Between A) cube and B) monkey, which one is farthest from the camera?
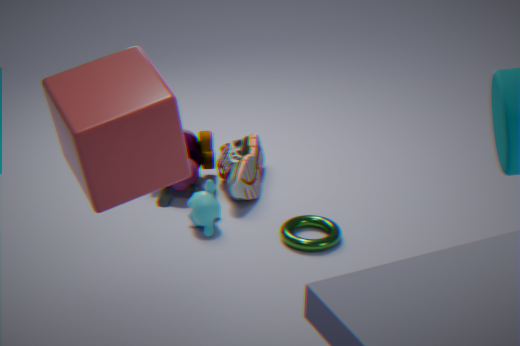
B. monkey
